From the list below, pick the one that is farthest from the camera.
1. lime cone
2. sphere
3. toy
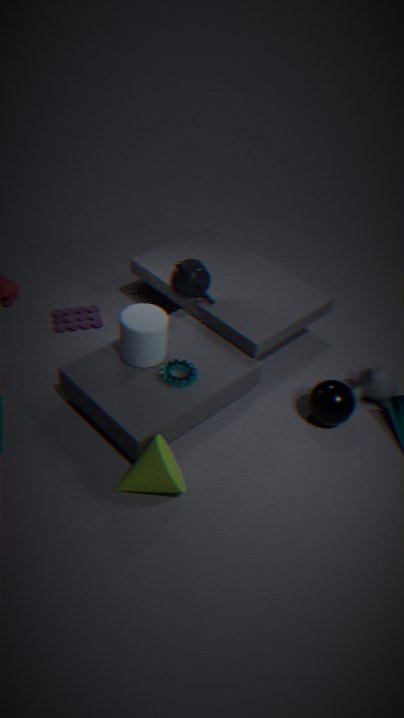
toy
